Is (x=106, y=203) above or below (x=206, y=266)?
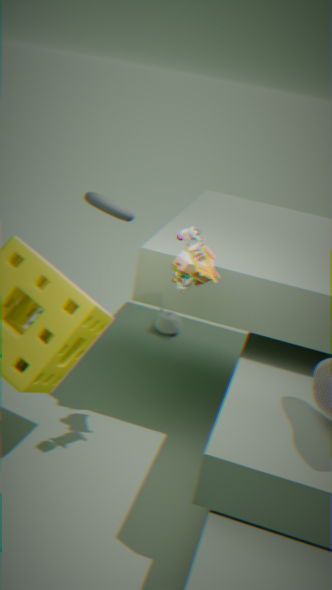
below
